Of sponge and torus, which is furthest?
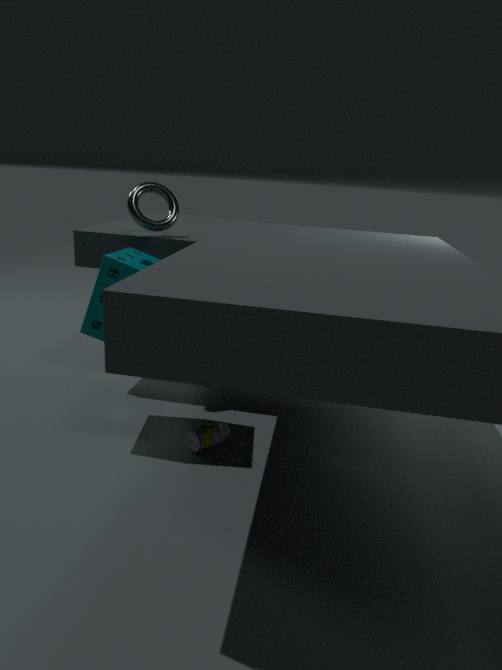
torus
